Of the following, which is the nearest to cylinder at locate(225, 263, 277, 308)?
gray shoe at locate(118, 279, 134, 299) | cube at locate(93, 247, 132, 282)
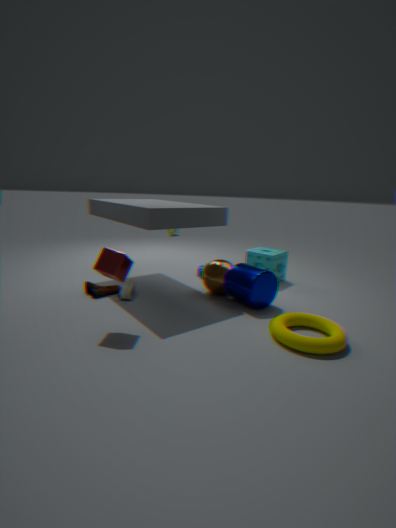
gray shoe at locate(118, 279, 134, 299)
